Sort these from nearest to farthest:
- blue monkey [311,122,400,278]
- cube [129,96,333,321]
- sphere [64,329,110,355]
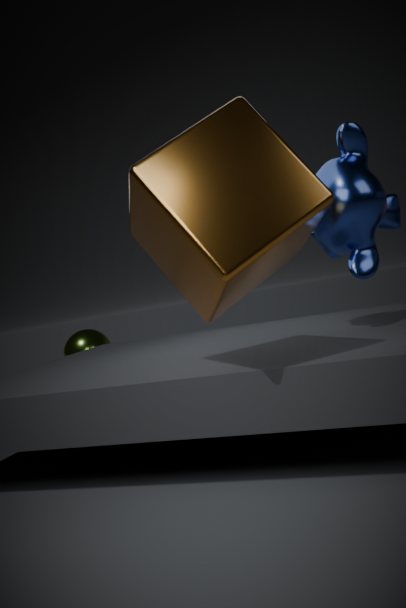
1. cube [129,96,333,321]
2. blue monkey [311,122,400,278]
3. sphere [64,329,110,355]
